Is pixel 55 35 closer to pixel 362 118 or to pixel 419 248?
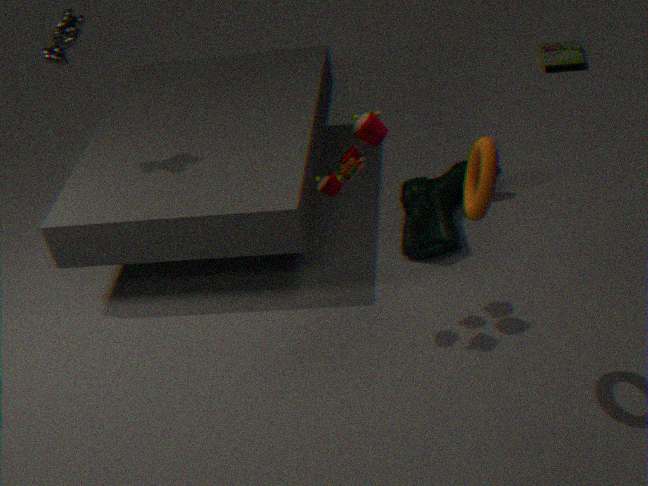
pixel 362 118
